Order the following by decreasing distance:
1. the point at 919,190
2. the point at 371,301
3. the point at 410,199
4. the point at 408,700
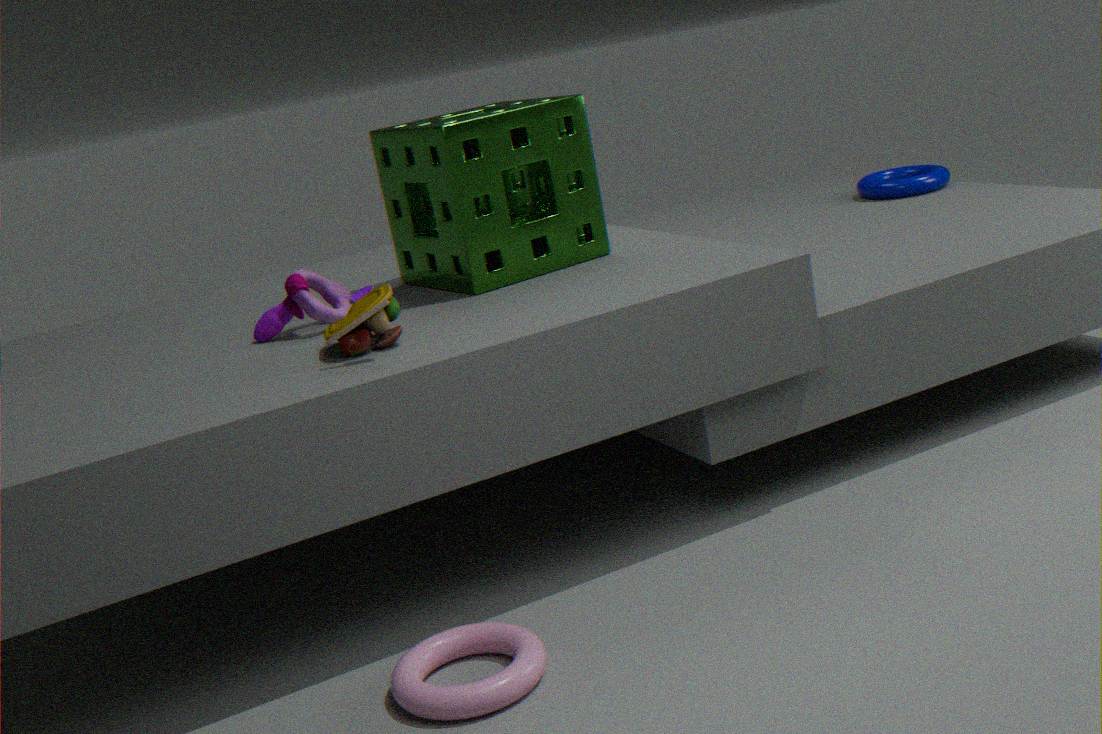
the point at 919,190 < the point at 410,199 < the point at 371,301 < the point at 408,700
